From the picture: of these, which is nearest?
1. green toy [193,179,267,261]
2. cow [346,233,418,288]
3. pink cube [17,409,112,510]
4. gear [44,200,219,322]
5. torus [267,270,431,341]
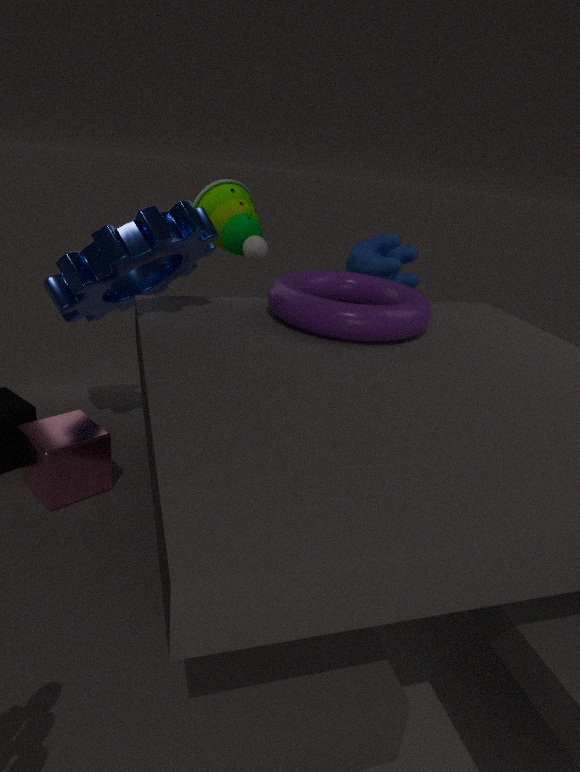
pink cube [17,409,112,510]
